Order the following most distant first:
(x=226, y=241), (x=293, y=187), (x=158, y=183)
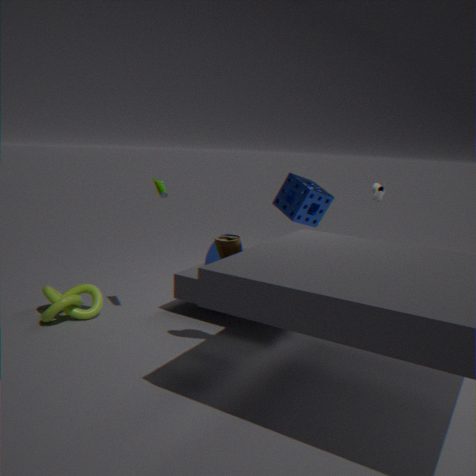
(x=293, y=187), (x=158, y=183), (x=226, y=241)
